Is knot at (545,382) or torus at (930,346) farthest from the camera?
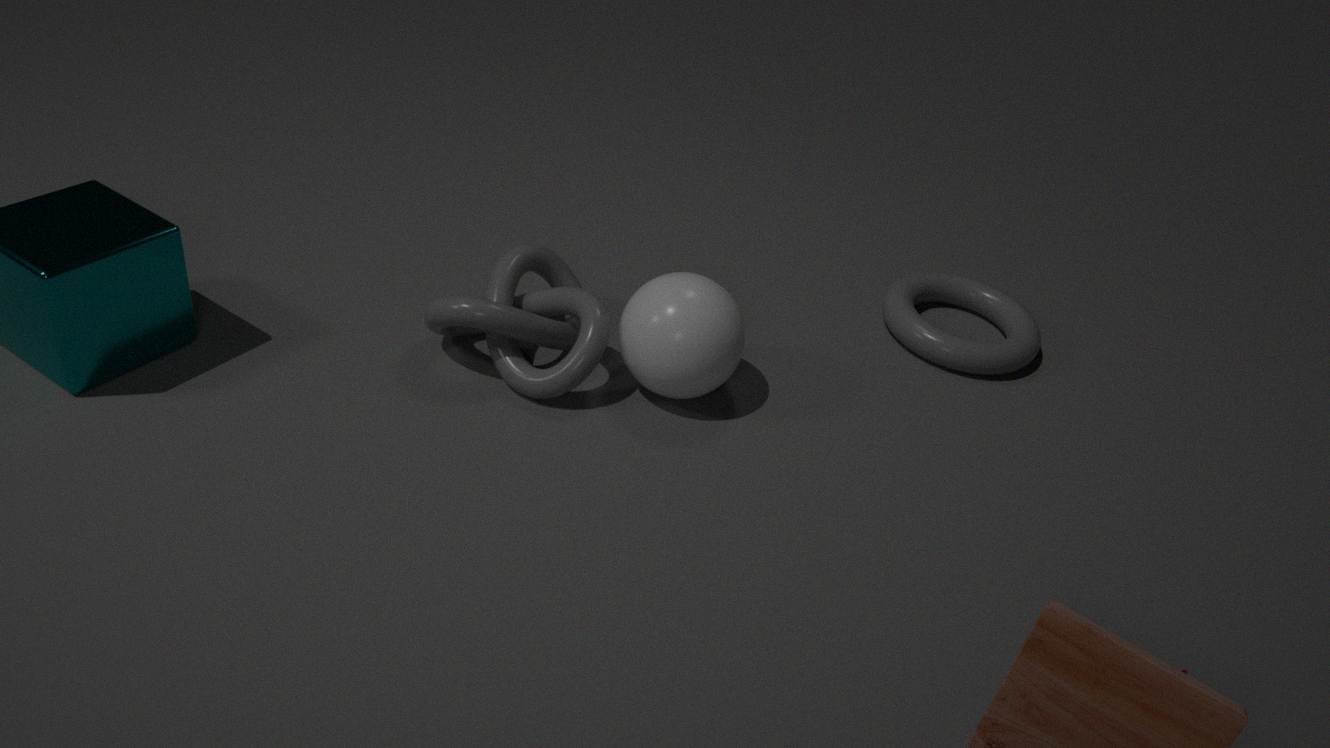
torus at (930,346)
